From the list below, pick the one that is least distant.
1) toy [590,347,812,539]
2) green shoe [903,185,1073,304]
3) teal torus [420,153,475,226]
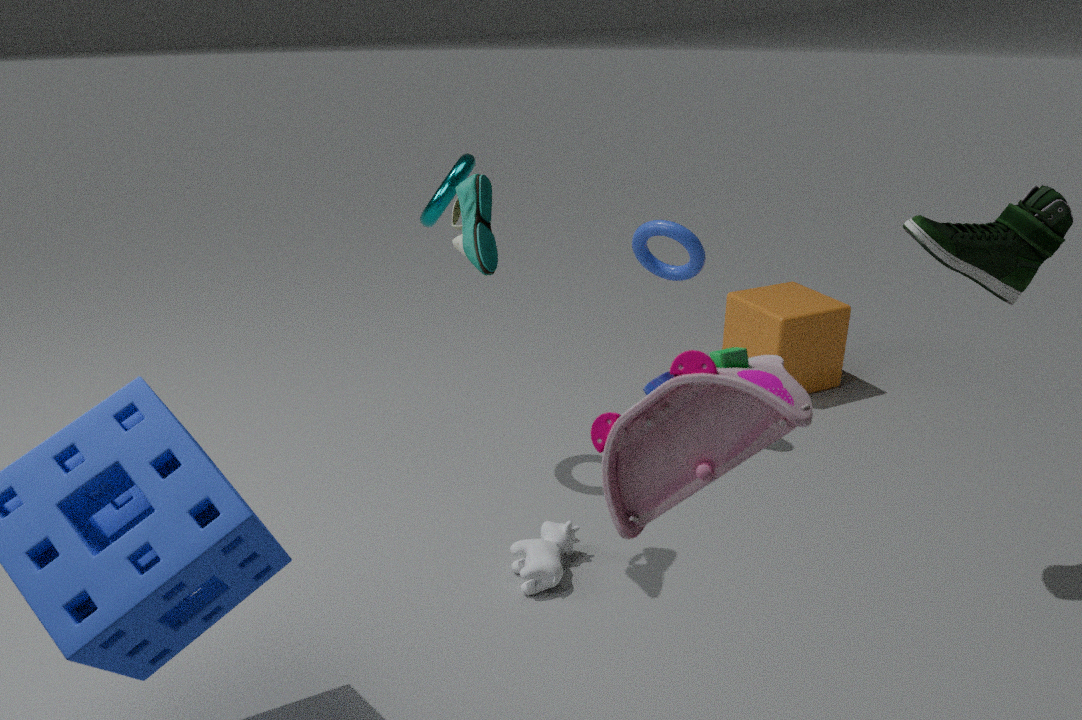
1. toy [590,347,812,539]
